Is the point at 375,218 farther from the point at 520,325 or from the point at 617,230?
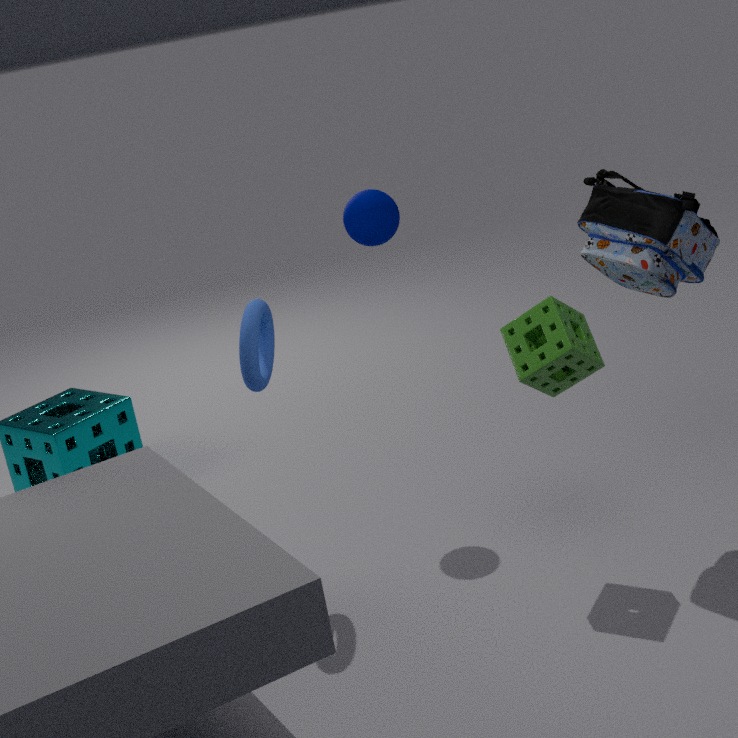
the point at 617,230
